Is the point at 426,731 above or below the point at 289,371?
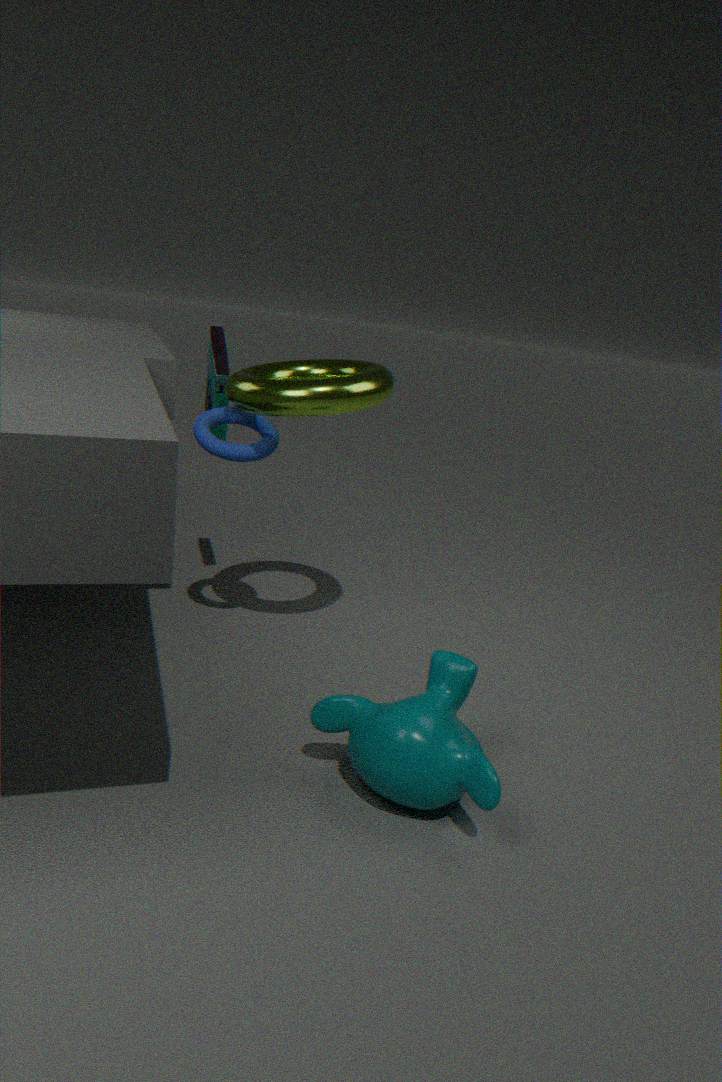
below
